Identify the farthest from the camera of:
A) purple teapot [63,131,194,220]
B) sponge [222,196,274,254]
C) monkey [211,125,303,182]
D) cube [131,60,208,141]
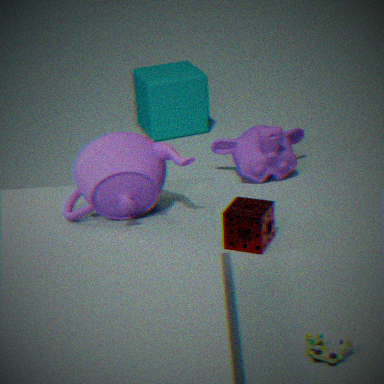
cube [131,60,208,141]
